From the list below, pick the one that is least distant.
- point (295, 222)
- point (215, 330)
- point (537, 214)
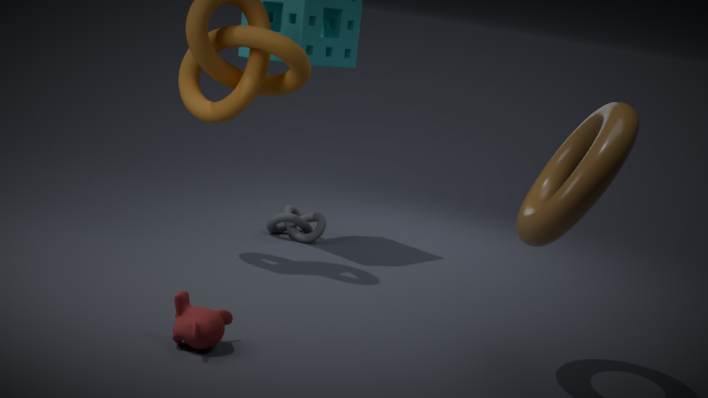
point (537, 214)
